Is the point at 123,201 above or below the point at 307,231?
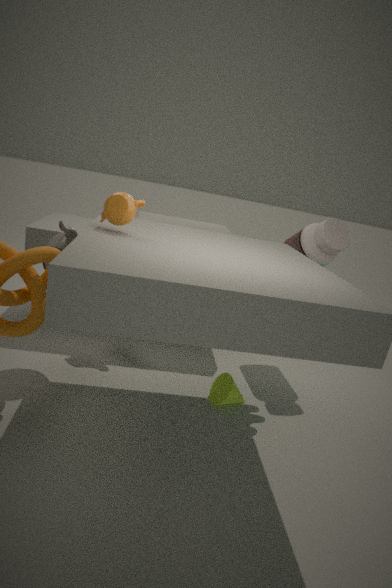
above
